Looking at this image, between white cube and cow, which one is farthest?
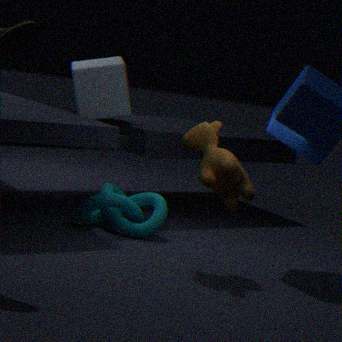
white cube
